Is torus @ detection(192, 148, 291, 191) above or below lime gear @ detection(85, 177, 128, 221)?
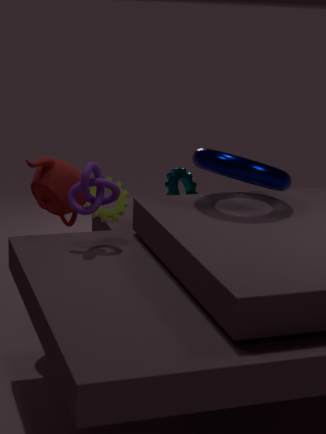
above
